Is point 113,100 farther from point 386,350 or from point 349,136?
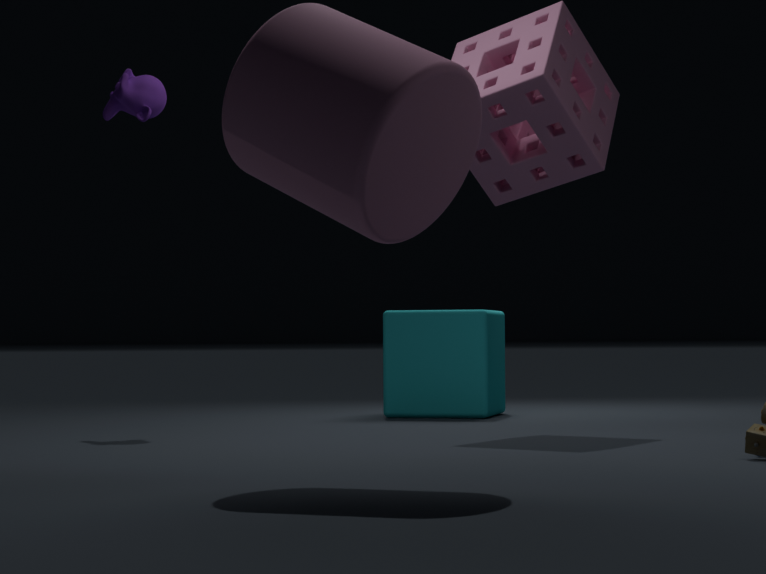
point 349,136
